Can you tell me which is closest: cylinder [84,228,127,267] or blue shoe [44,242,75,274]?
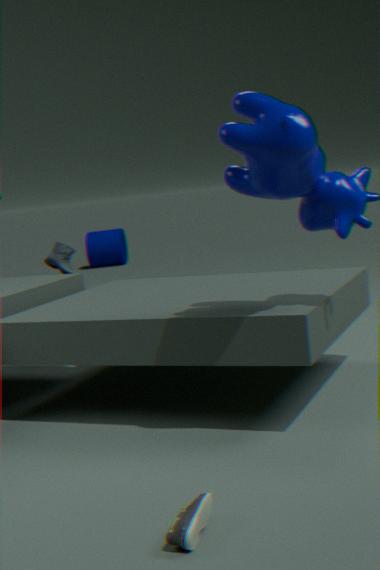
blue shoe [44,242,75,274]
